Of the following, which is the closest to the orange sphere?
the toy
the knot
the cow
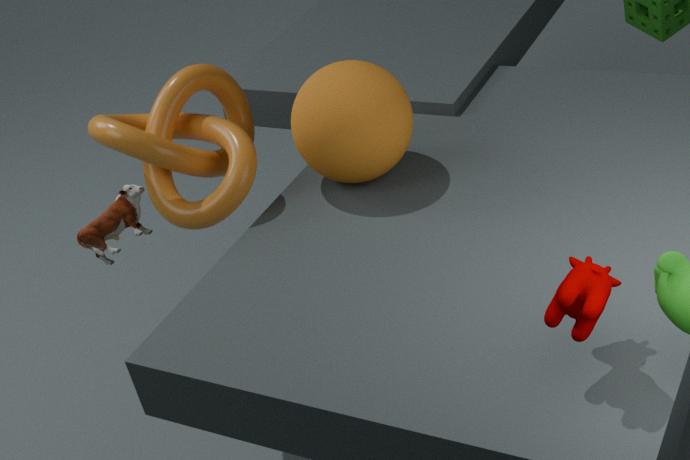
the knot
